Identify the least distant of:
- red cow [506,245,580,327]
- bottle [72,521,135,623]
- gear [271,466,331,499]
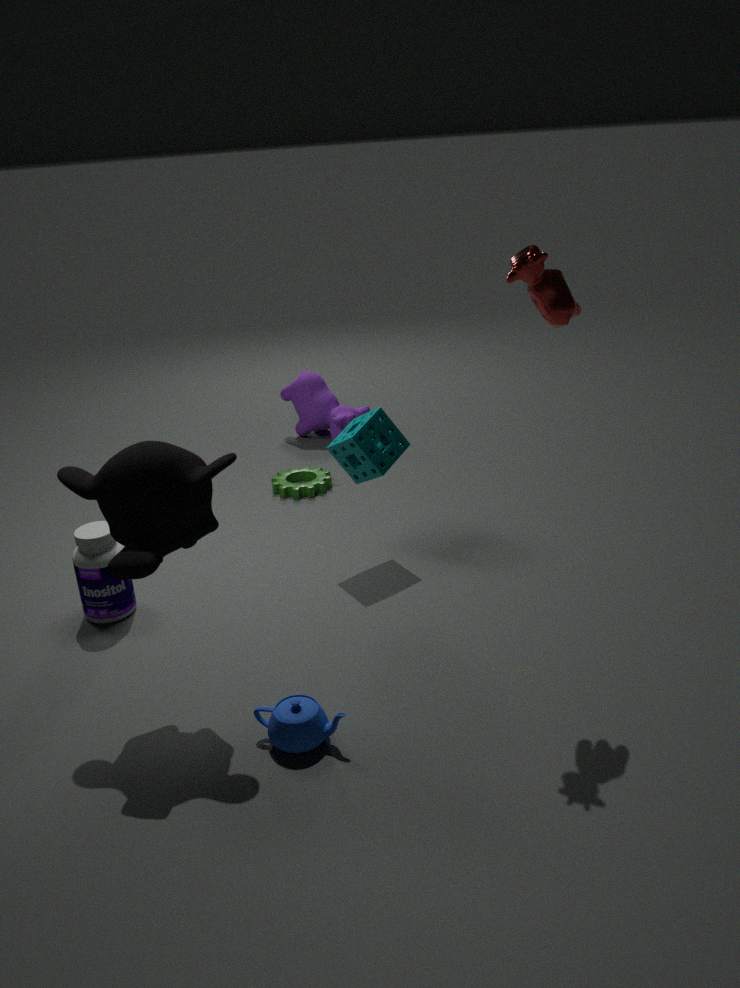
red cow [506,245,580,327]
